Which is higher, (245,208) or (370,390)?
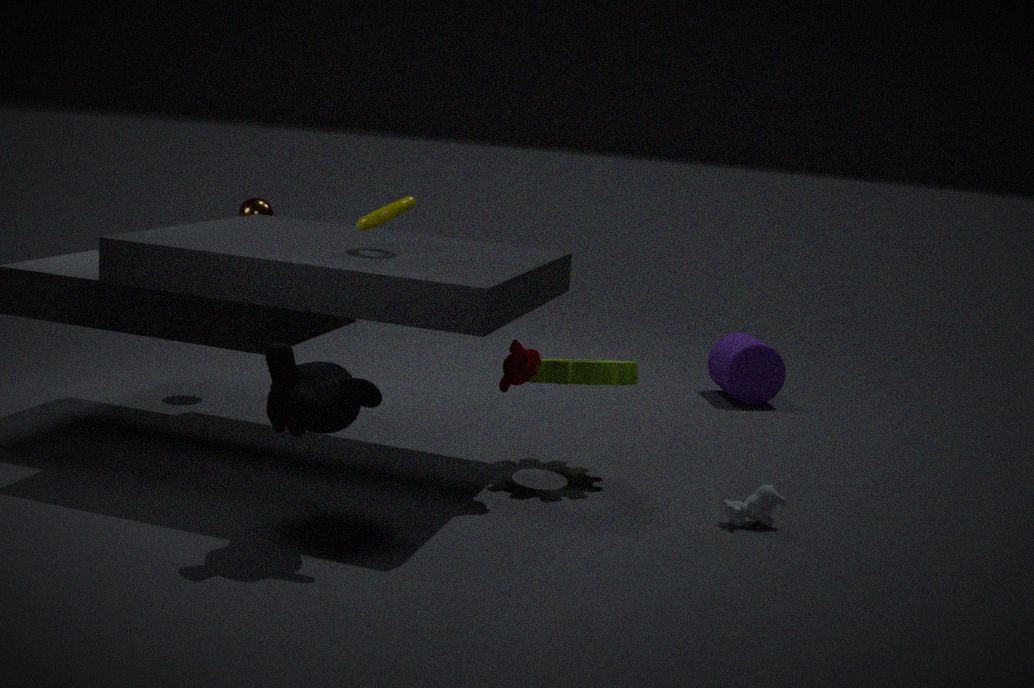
(245,208)
